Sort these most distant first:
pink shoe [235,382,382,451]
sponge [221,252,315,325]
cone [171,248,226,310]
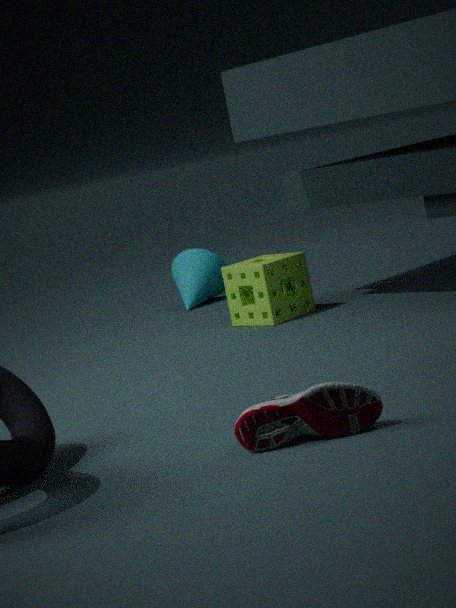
cone [171,248,226,310] → sponge [221,252,315,325] → pink shoe [235,382,382,451]
